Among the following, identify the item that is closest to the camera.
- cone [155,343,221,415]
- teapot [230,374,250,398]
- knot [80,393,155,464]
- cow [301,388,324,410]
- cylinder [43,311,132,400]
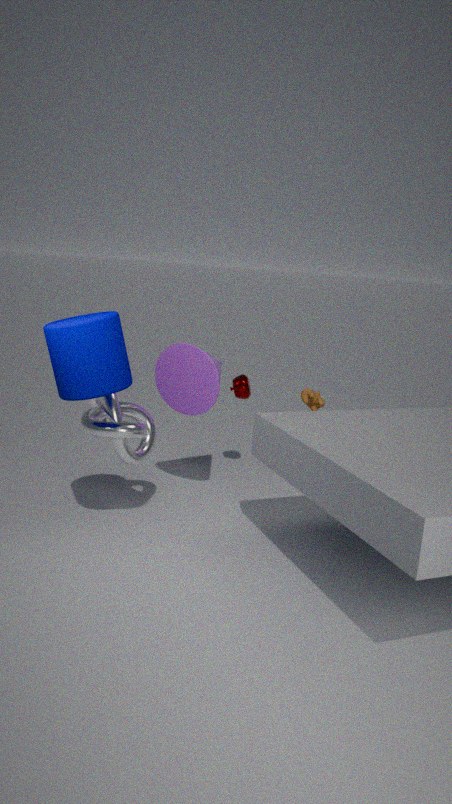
cylinder [43,311,132,400]
